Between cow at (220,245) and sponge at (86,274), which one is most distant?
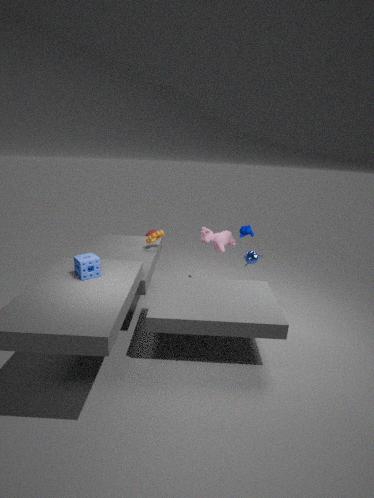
cow at (220,245)
